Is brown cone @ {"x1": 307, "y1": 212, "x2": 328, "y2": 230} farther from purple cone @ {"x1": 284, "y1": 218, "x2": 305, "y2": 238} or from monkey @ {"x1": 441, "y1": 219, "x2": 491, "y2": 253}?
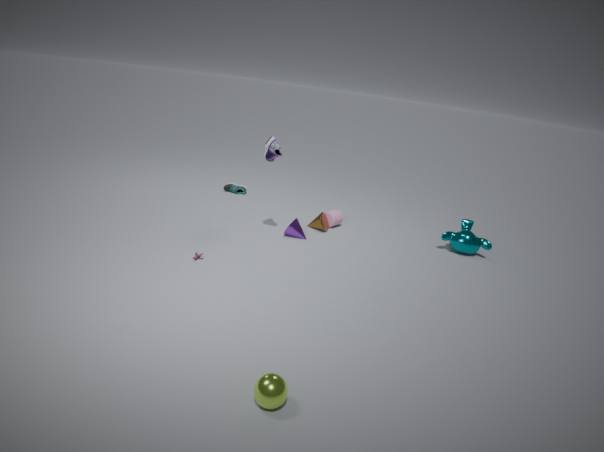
monkey @ {"x1": 441, "y1": 219, "x2": 491, "y2": 253}
